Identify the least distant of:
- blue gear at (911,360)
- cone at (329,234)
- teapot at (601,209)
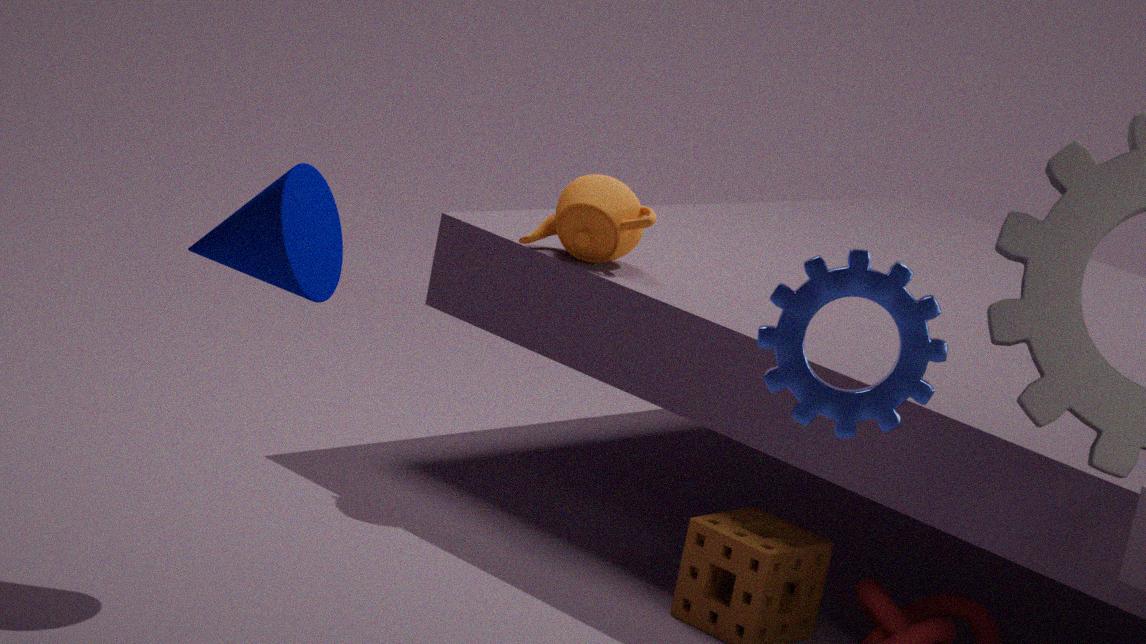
blue gear at (911,360)
